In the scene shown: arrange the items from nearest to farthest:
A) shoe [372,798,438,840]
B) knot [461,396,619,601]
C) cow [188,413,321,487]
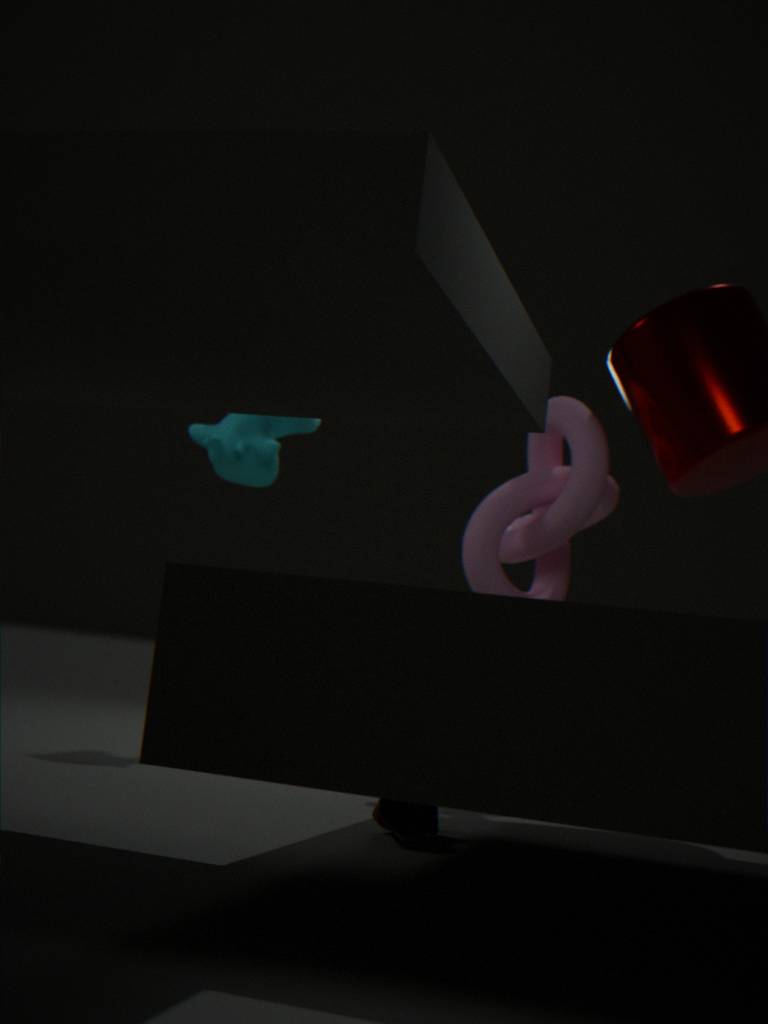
shoe [372,798,438,840] → knot [461,396,619,601] → cow [188,413,321,487]
